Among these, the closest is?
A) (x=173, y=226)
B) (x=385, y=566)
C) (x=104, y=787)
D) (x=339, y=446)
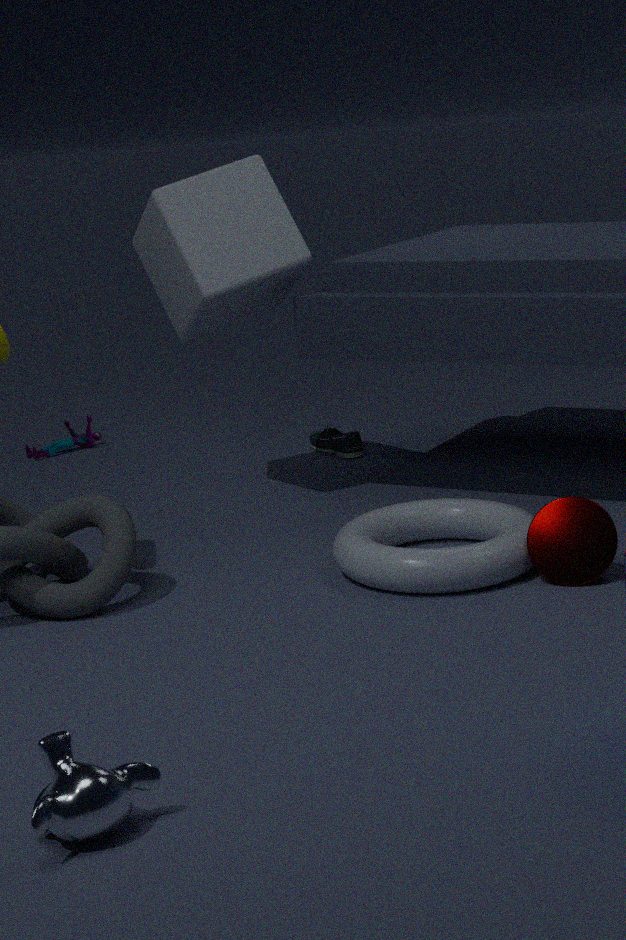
C. (x=104, y=787)
